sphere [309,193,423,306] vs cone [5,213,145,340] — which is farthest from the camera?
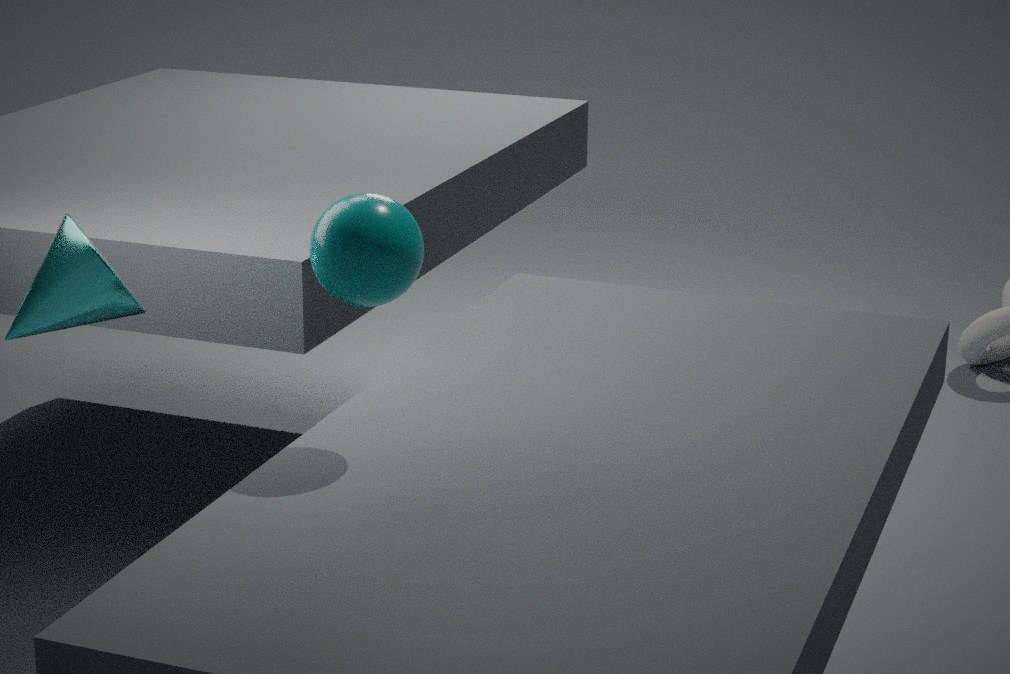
cone [5,213,145,340]
